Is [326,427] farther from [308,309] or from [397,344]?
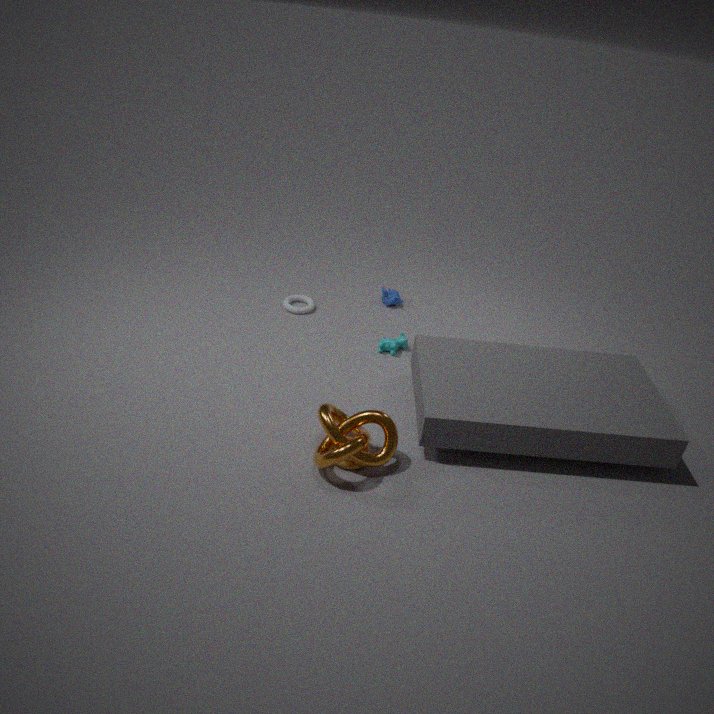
[308,309]
